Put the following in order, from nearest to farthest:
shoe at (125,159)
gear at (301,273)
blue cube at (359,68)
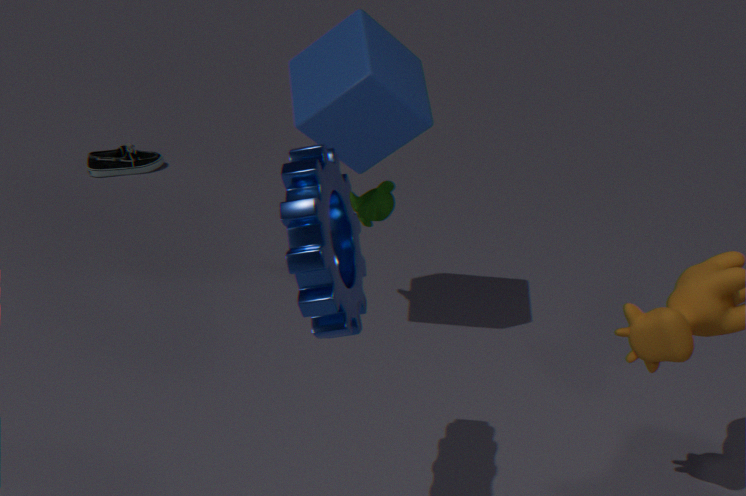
gear at (301,273) < blue cube at (359,68) < shoe at (125,159)
